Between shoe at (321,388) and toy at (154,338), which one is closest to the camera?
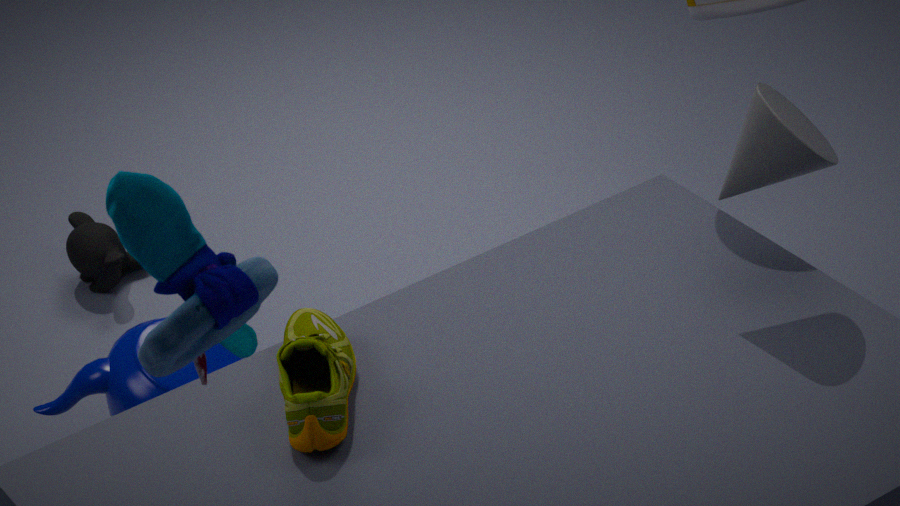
toy at (154,338)
